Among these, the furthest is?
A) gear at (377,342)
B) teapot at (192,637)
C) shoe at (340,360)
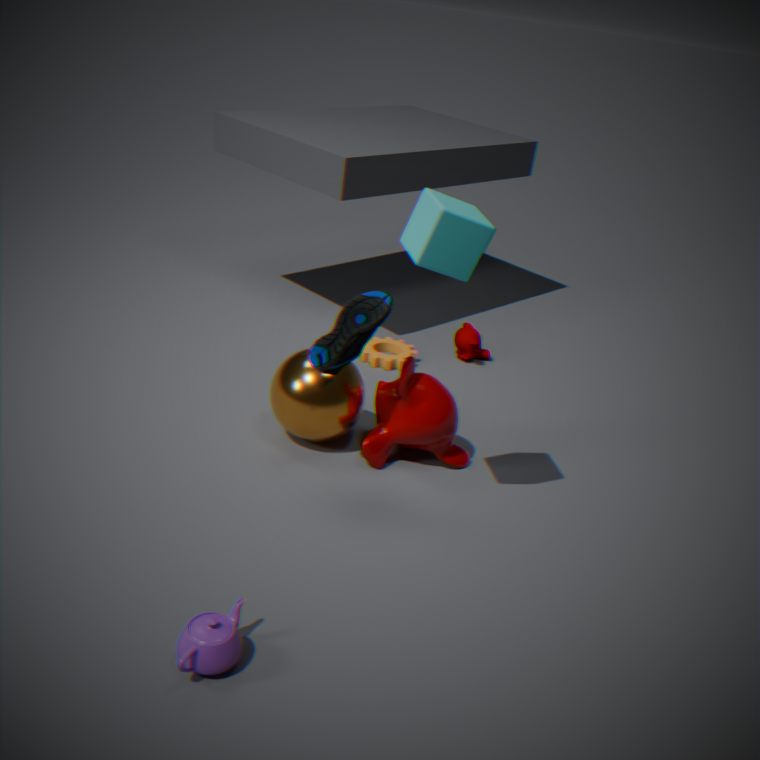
gear at (377,342)
